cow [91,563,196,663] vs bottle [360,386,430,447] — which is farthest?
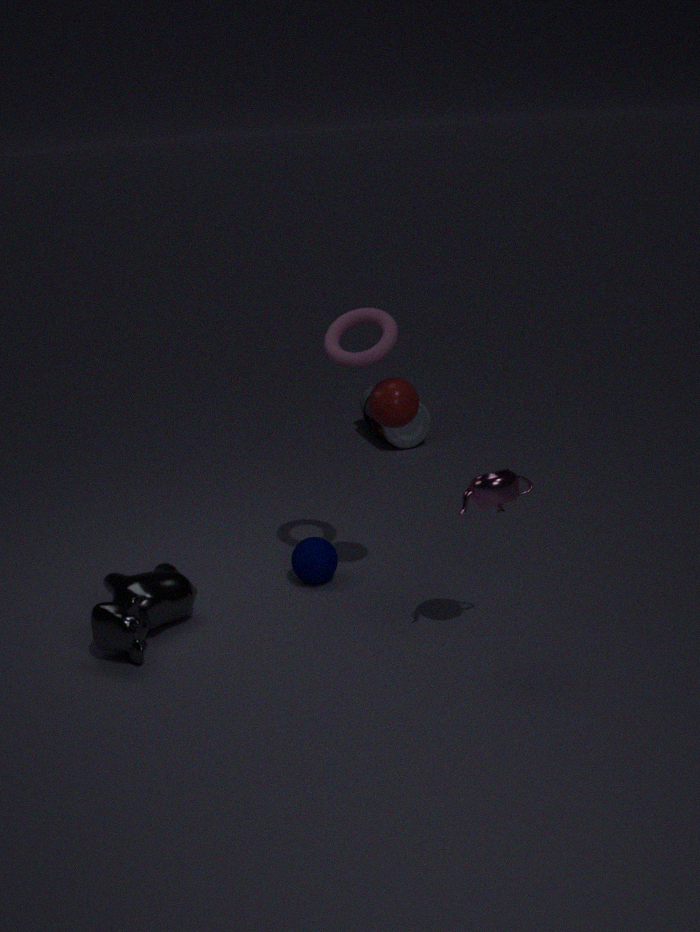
bottle [360,386,430,447]
